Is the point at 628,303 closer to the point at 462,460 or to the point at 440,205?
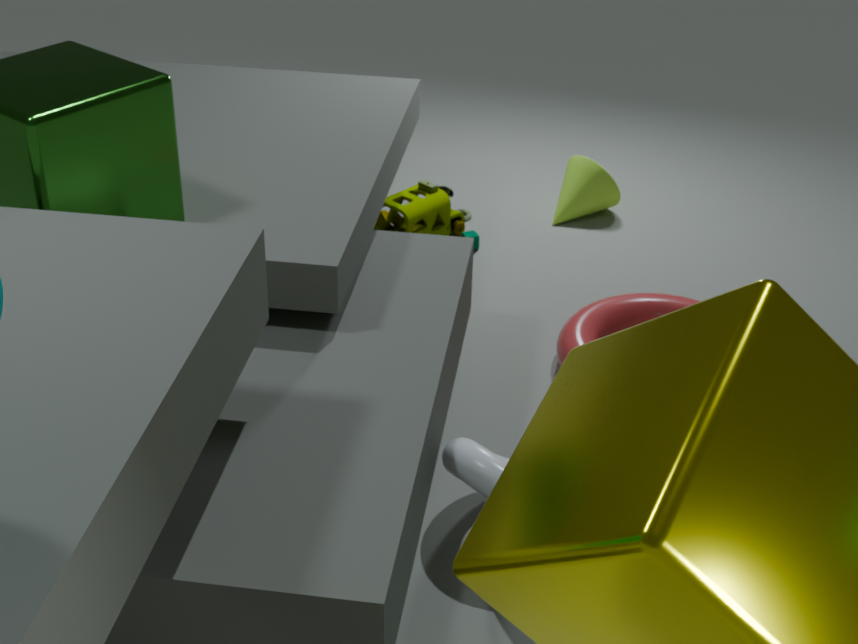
the point at 462,460
